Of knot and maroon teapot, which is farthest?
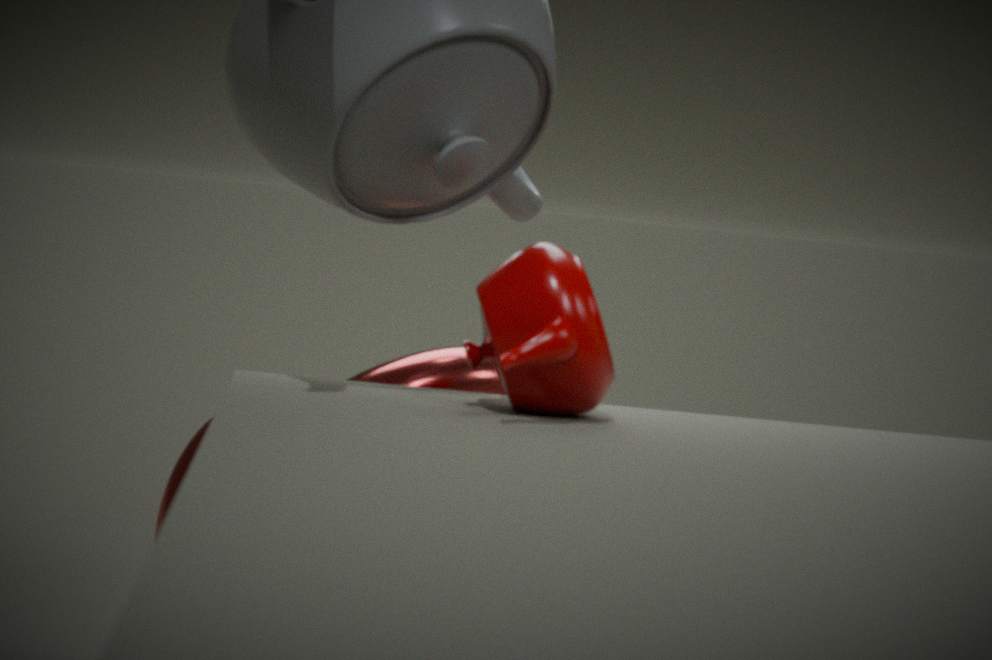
→ knot
